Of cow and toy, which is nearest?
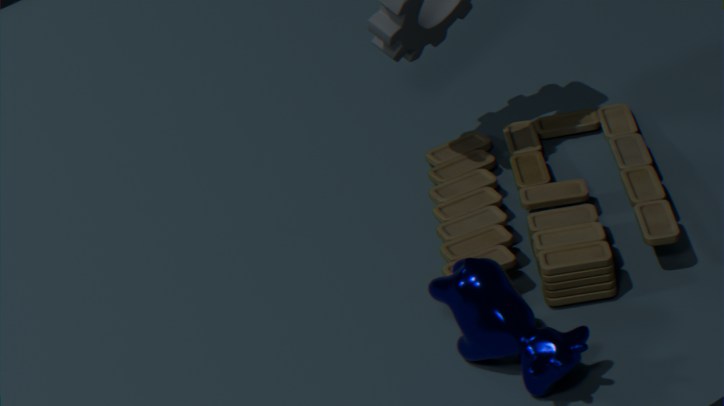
cow
